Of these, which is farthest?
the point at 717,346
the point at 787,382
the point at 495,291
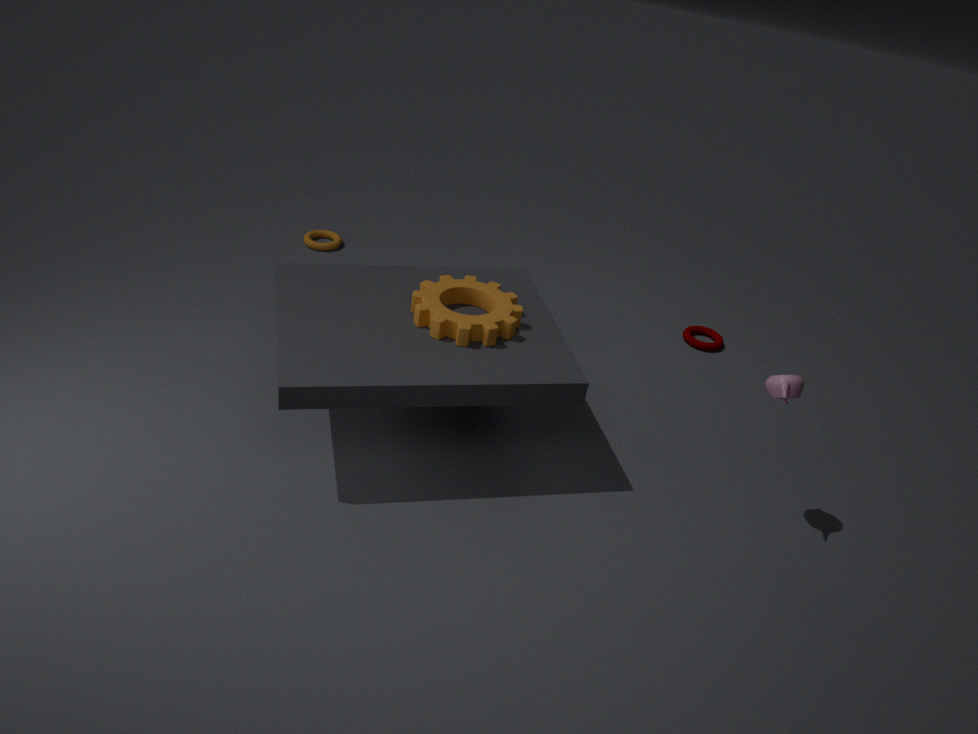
the point at 717,346
